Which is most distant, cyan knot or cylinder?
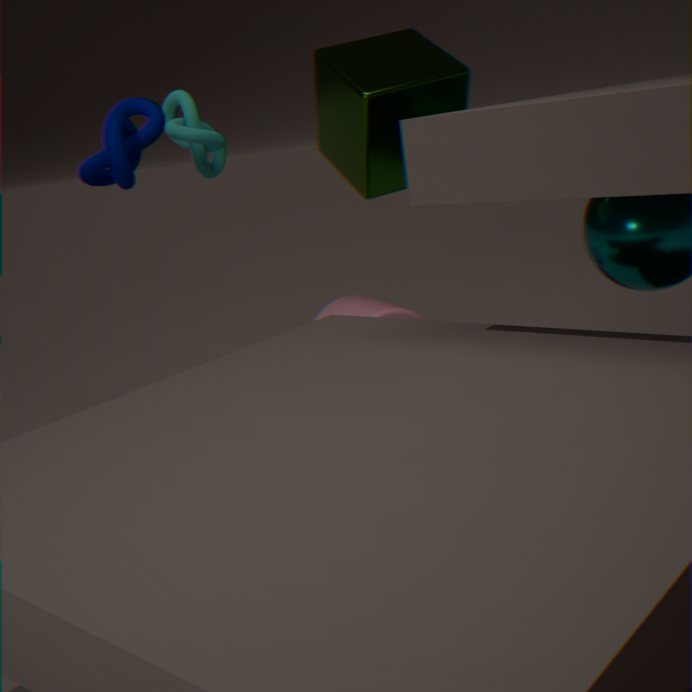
cylinder
